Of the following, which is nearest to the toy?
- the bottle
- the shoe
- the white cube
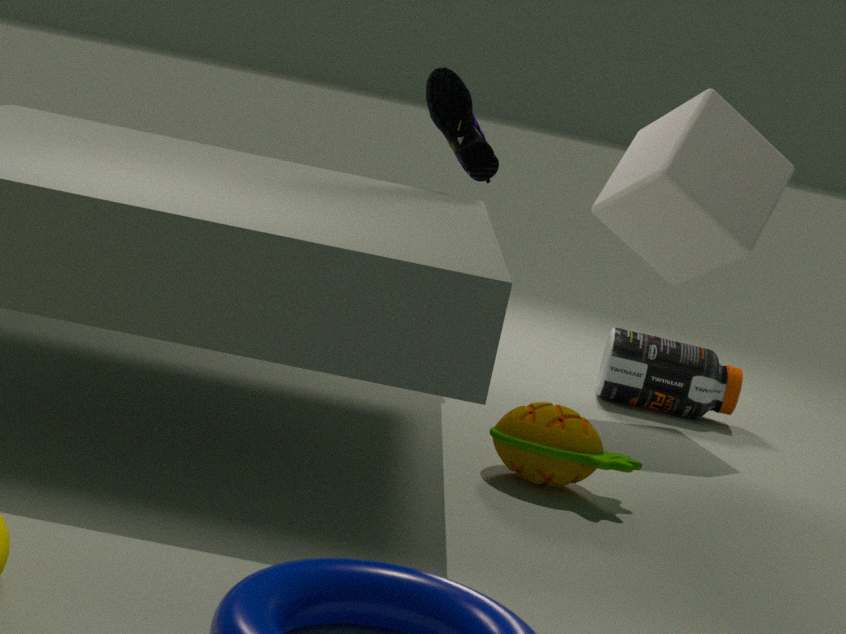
the white cube
